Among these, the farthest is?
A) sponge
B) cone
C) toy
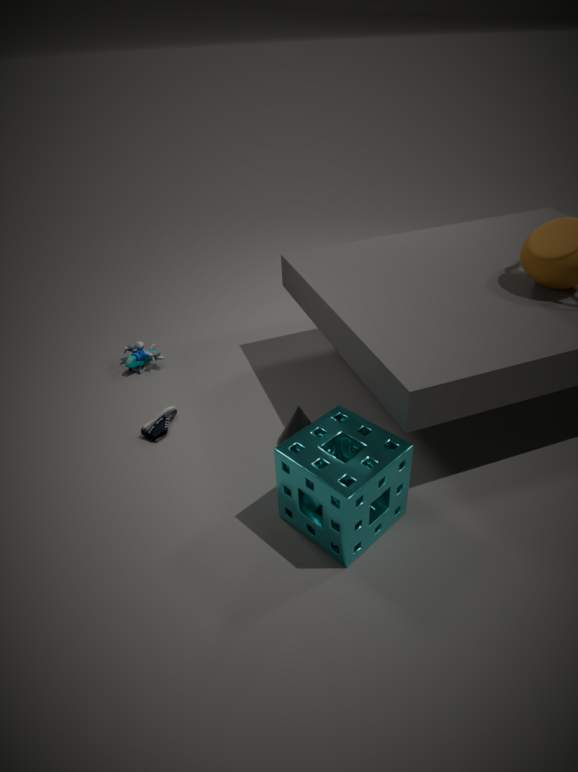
toy
